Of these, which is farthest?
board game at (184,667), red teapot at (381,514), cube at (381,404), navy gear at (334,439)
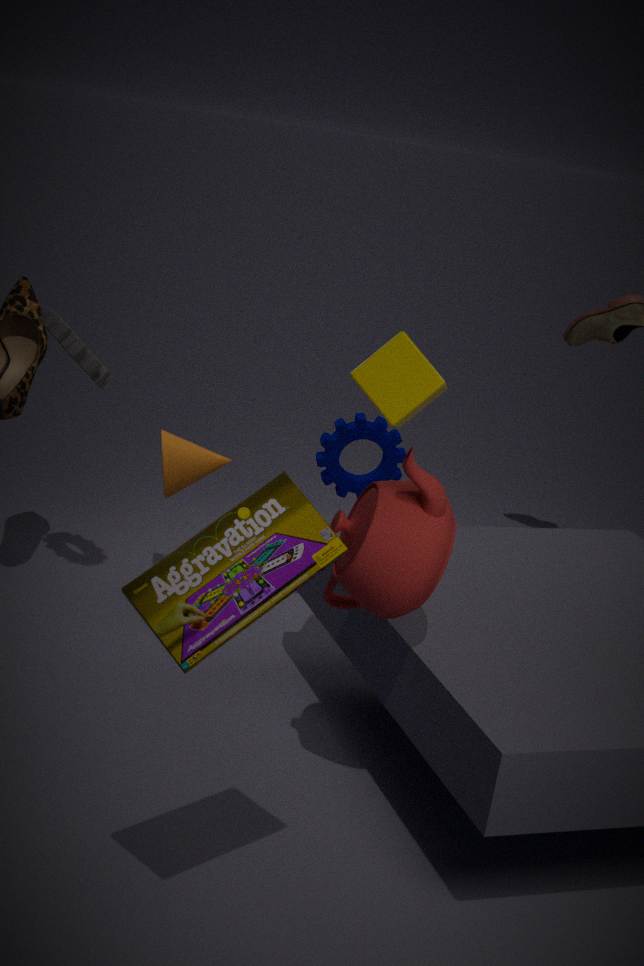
navy gear at (334,439)
